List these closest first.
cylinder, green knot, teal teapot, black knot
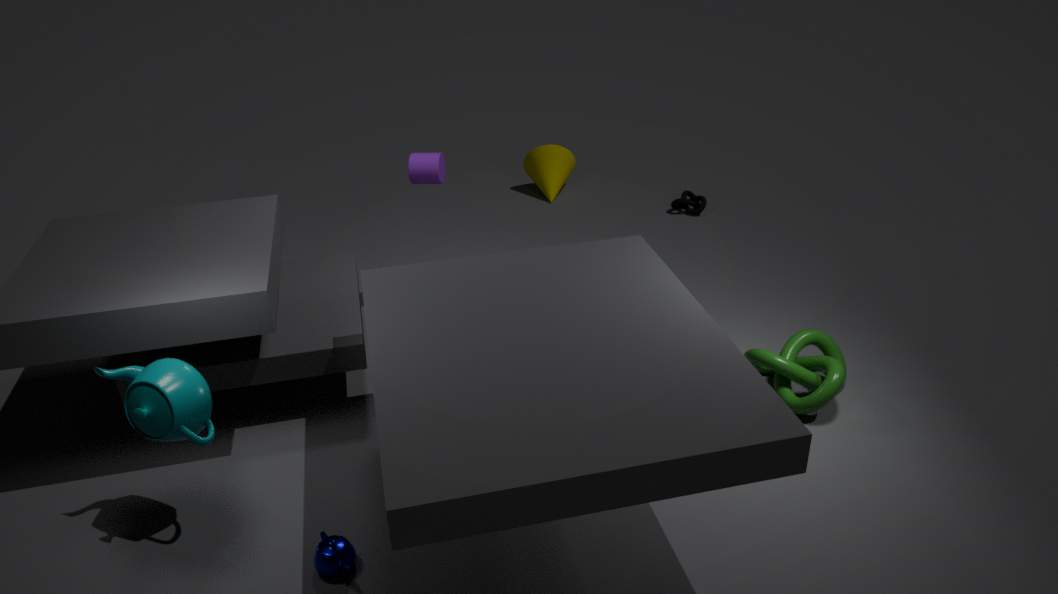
teal teapot, green knot, cylinder, black knot
